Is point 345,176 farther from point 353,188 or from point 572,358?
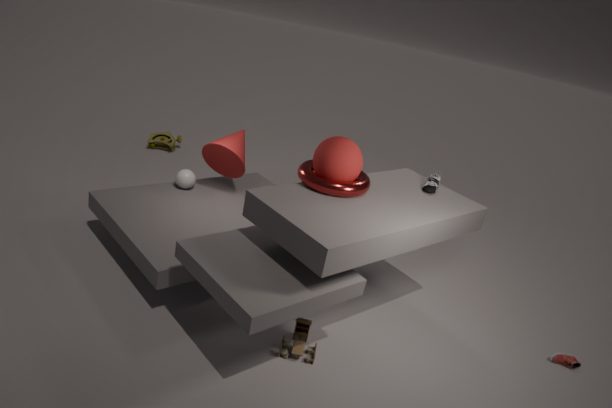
point 572,358
